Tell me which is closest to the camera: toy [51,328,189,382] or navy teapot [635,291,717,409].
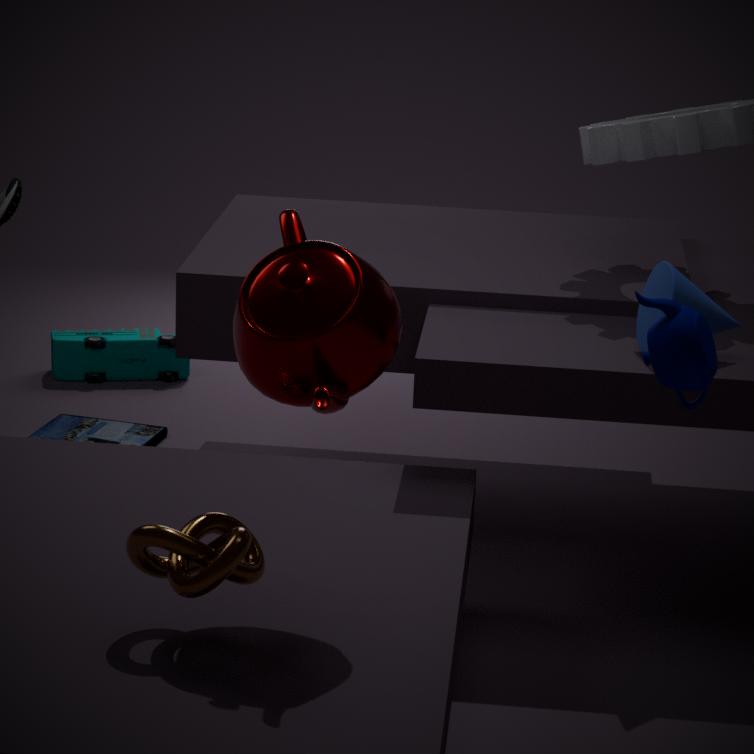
navy teapot [635,291,717,409]
